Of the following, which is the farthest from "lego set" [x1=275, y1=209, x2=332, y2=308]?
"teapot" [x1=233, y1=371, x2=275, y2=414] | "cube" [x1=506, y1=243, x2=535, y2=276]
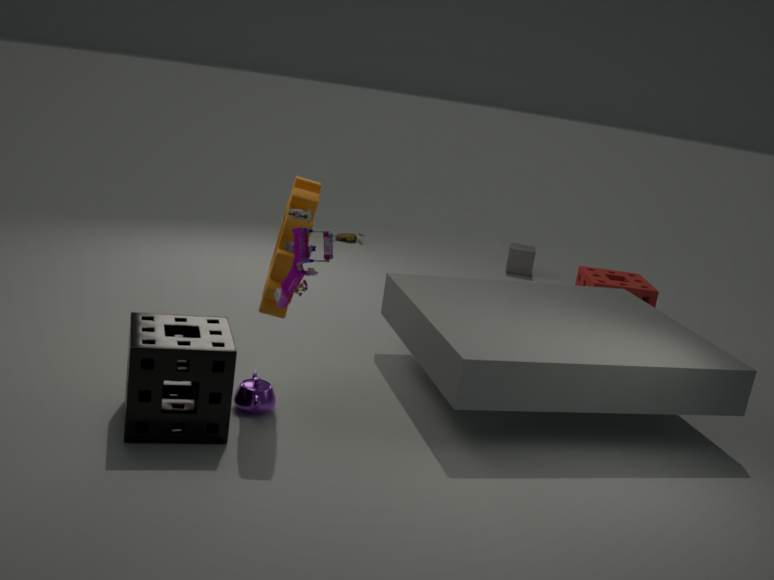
"cube" [x1=506, y1=243, x2=535, y2=276]
